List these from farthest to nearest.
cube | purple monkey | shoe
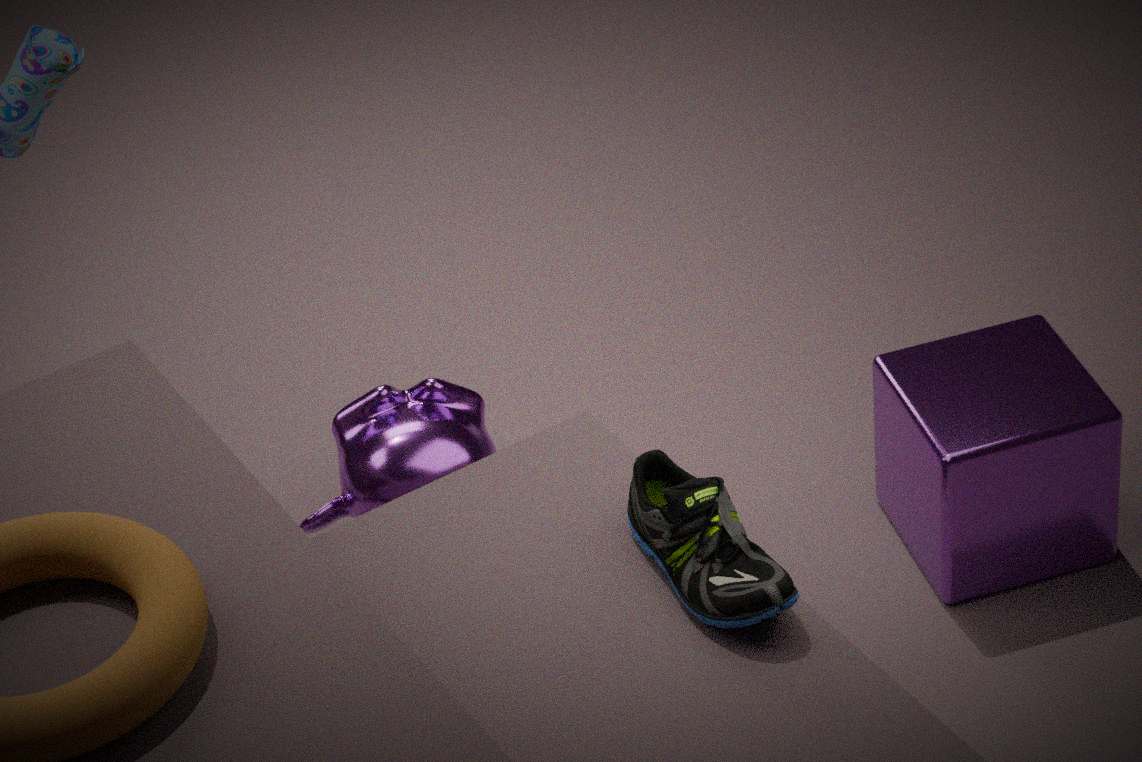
purple monkey → cube → shoe
